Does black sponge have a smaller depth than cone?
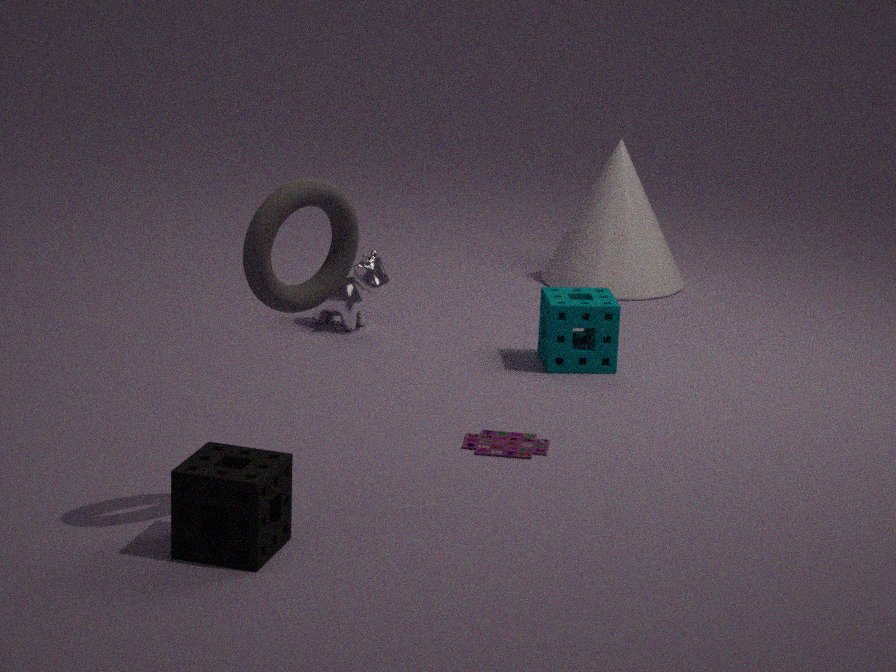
Yes
